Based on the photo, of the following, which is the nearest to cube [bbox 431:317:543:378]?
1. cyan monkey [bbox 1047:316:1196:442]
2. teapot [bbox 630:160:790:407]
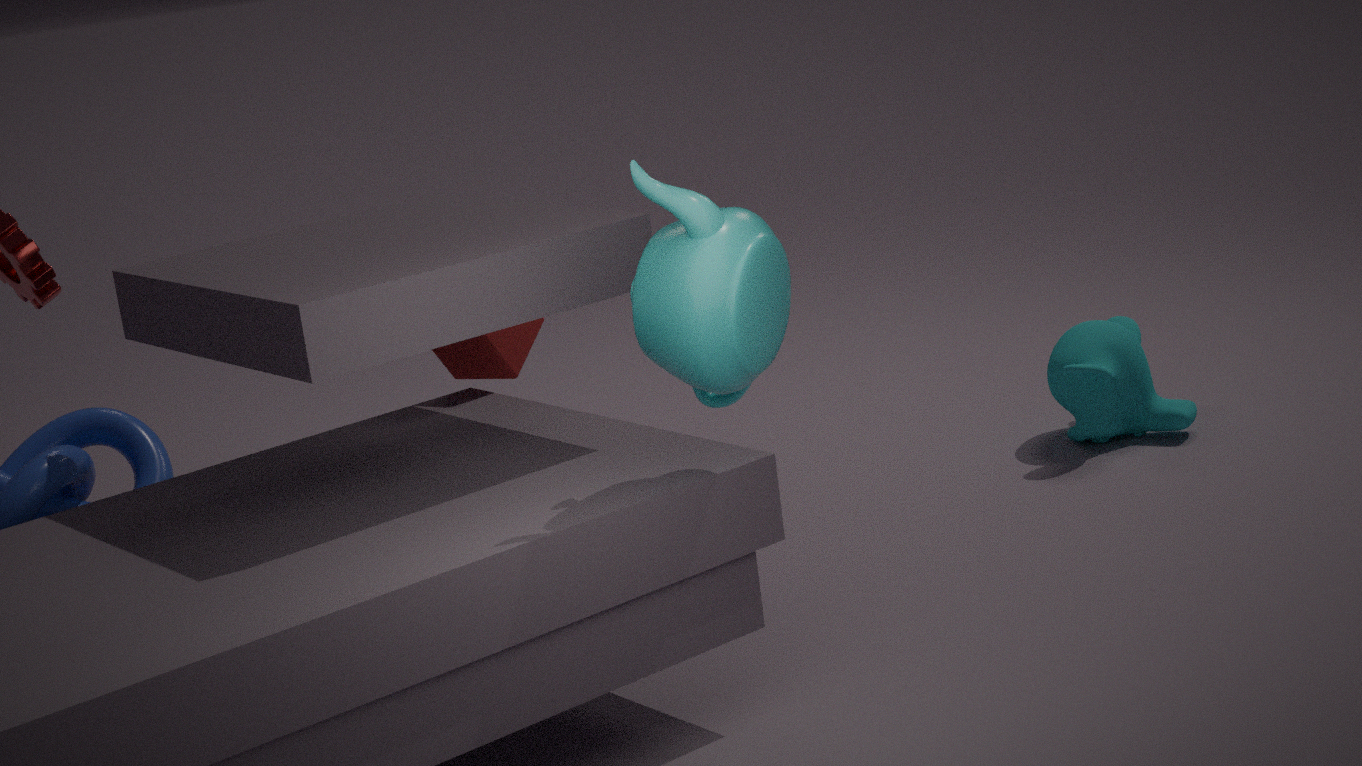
teapot [bbox 630:160:790:407]
